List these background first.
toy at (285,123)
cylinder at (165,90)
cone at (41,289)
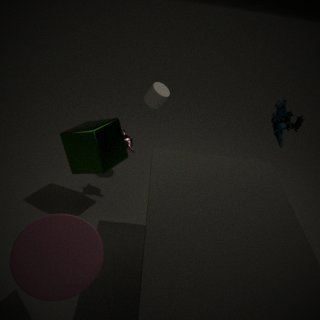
cylinder at (165,90) < toy at (285,123) < cone at (41,289)
